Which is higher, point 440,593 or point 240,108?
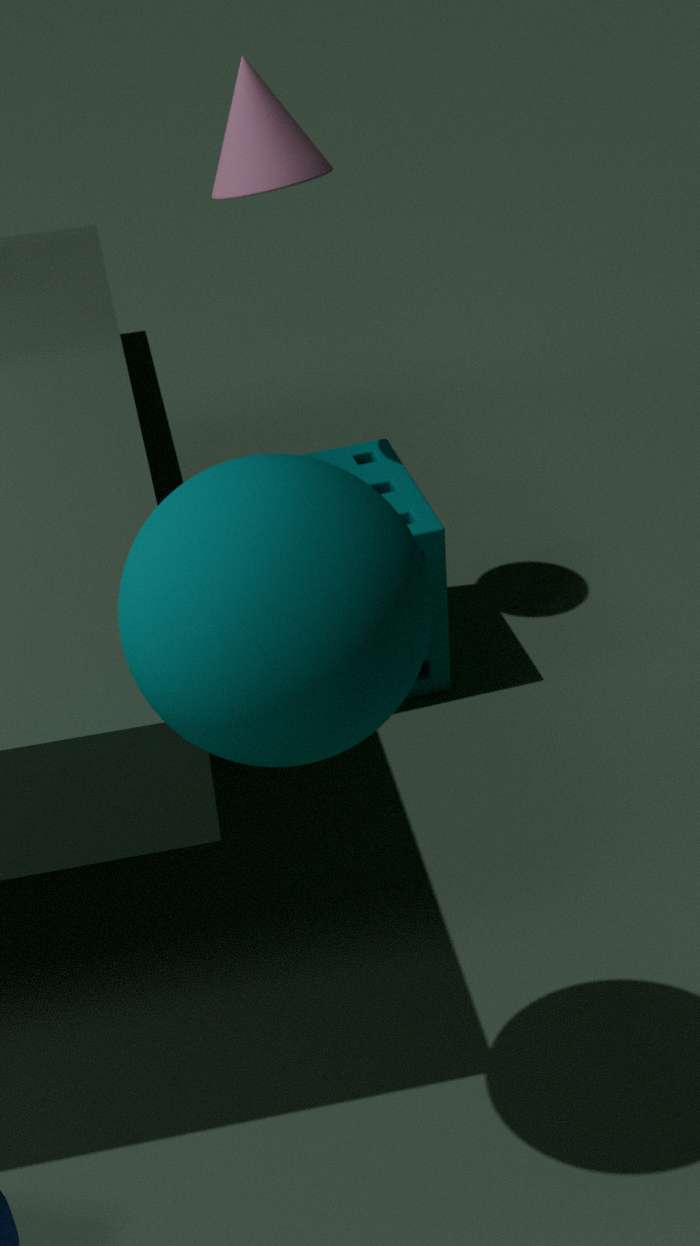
point 240,108
